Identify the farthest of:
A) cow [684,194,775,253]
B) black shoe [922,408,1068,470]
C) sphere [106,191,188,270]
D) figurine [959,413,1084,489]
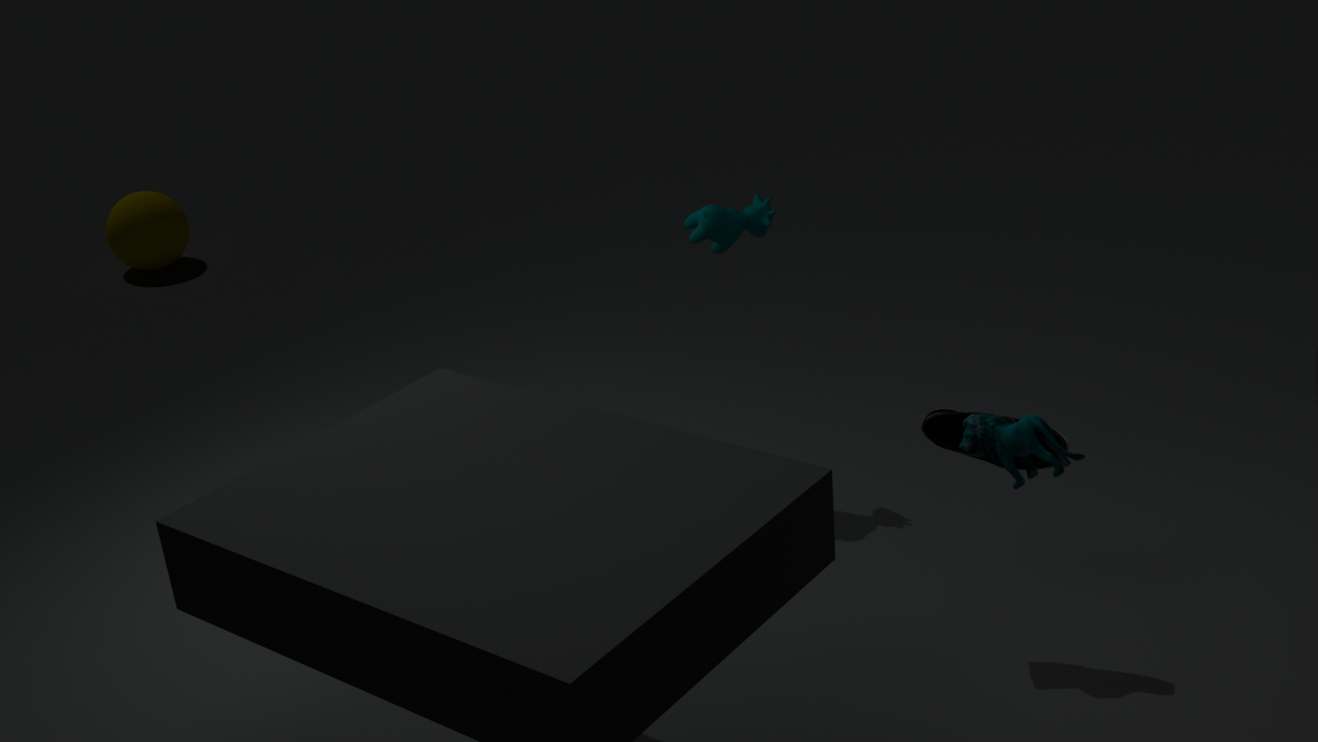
sphere [106,191,188,270]
